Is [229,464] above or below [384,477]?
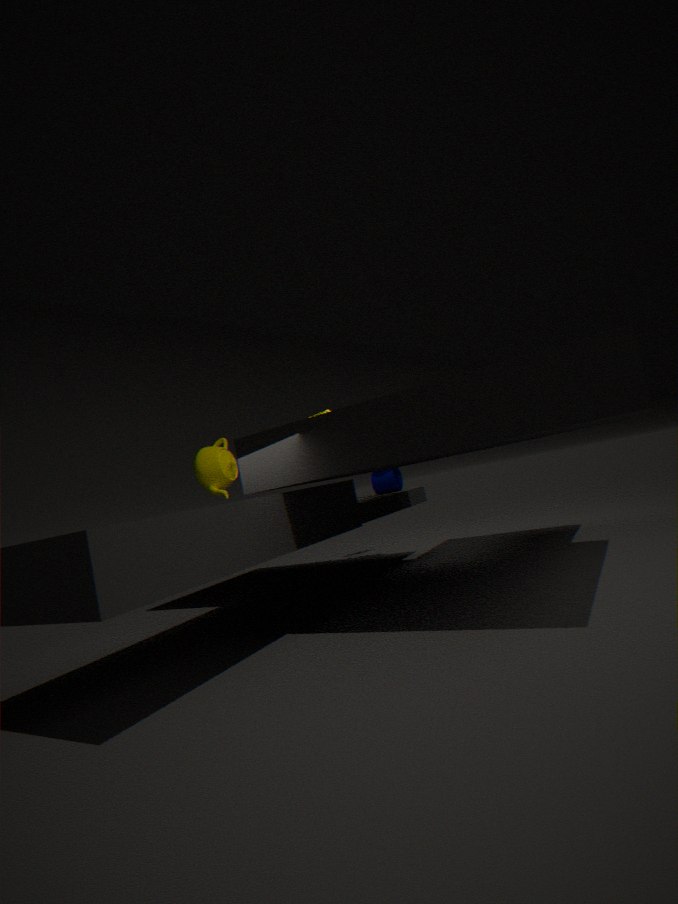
above
